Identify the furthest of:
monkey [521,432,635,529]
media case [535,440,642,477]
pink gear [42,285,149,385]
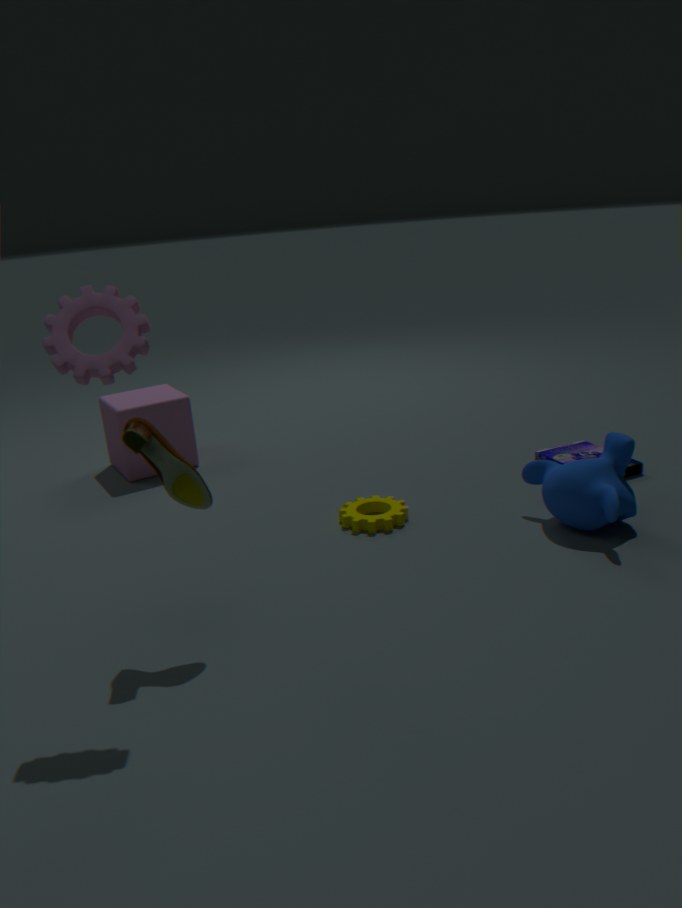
media case [535,440,642,477]
